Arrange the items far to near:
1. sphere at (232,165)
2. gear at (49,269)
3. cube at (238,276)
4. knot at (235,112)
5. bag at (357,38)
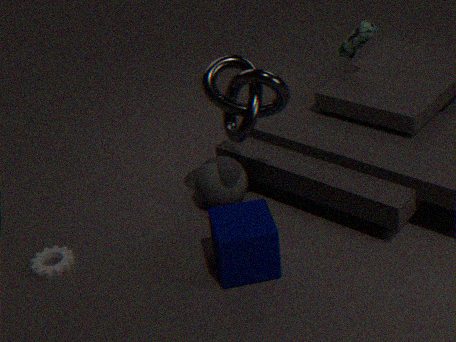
bag at (357,38), sphere at (232,165), gear at (49,269), knot at (235,112), cube at (238,276)
